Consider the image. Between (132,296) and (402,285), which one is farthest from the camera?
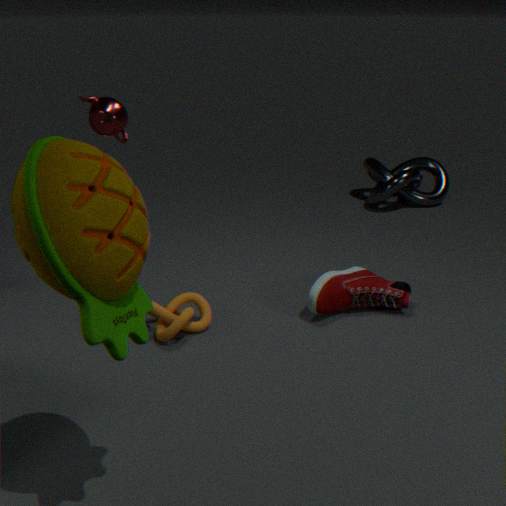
(402,285)
